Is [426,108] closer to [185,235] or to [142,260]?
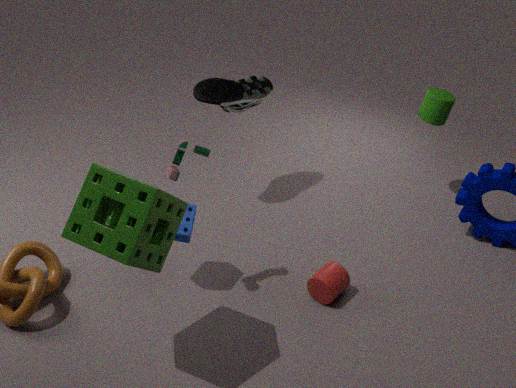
[185,235]
